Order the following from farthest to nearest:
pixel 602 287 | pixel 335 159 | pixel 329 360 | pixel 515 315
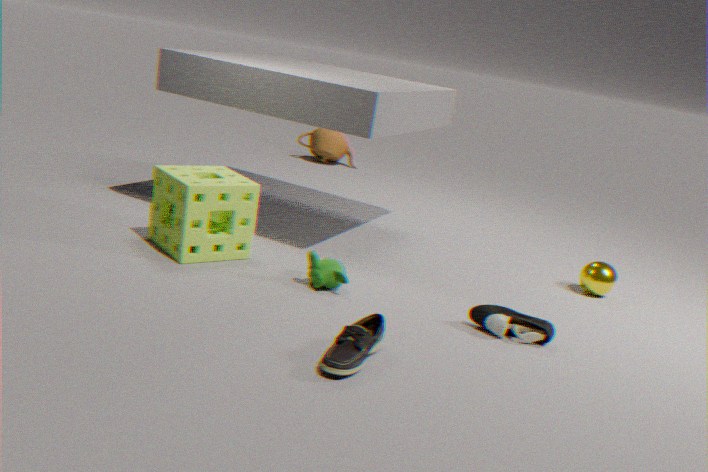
pixel 335 159 → pixel 602 287 → pixel 515 315 → pixel 329 360
